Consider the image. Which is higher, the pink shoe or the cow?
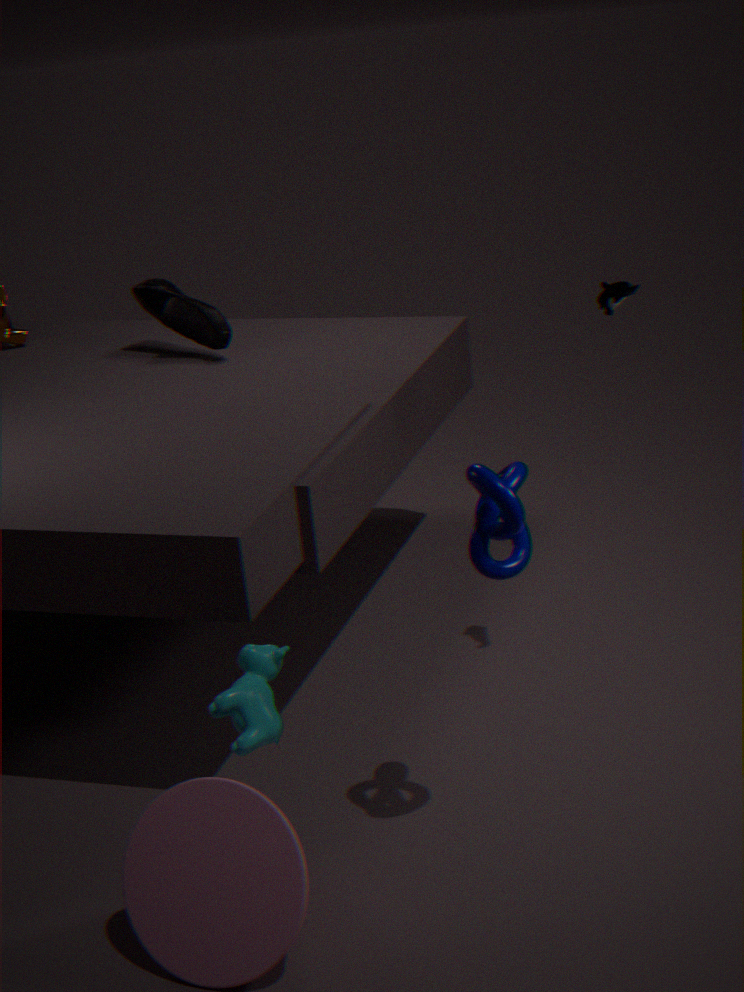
the pink shoe
